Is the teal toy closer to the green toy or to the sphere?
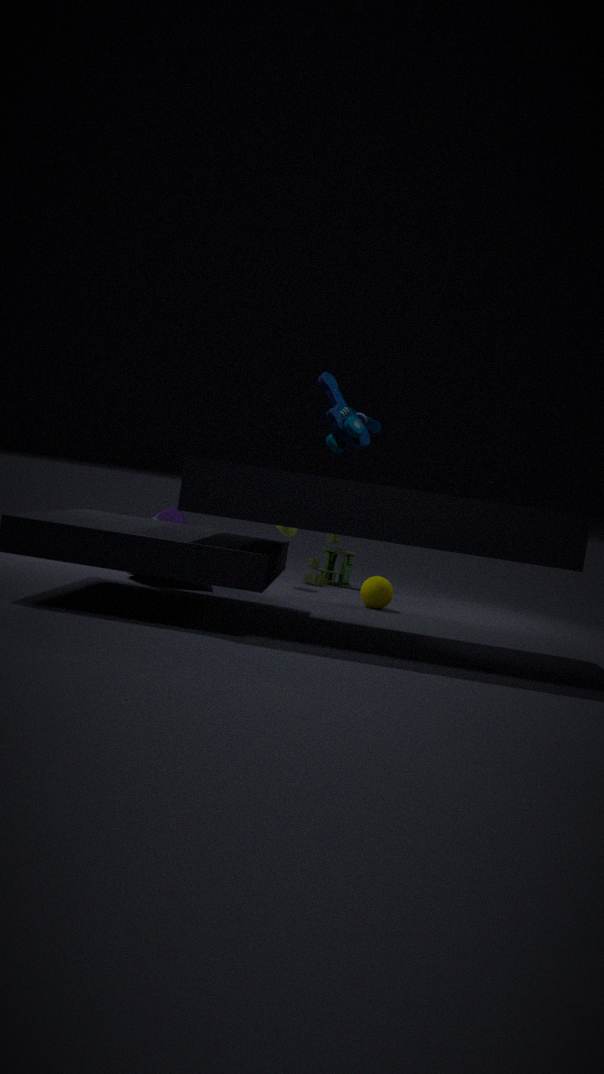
Result: the sphere
